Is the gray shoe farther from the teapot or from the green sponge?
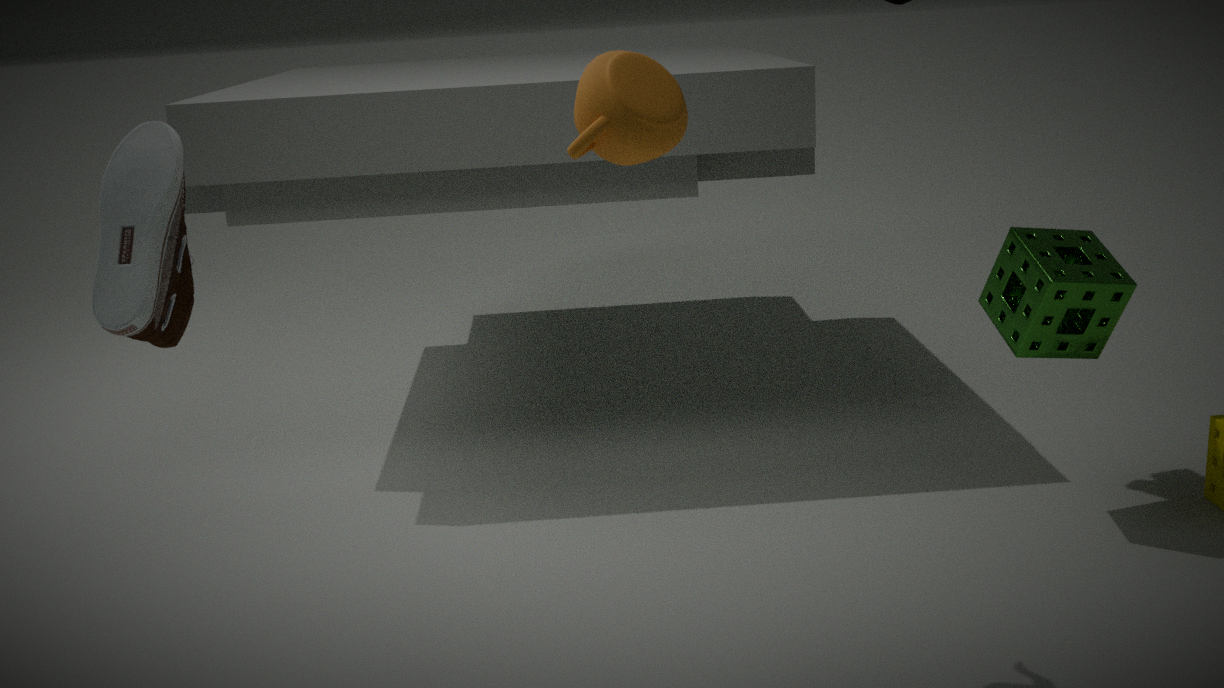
the green sponge
